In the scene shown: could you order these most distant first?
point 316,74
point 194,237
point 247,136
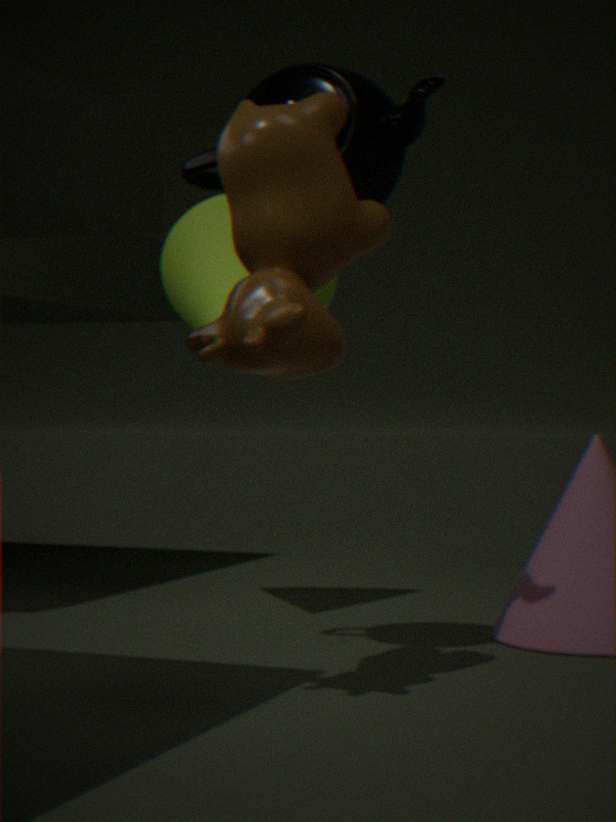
point 194,237 < point 316,74 < point 247,136
